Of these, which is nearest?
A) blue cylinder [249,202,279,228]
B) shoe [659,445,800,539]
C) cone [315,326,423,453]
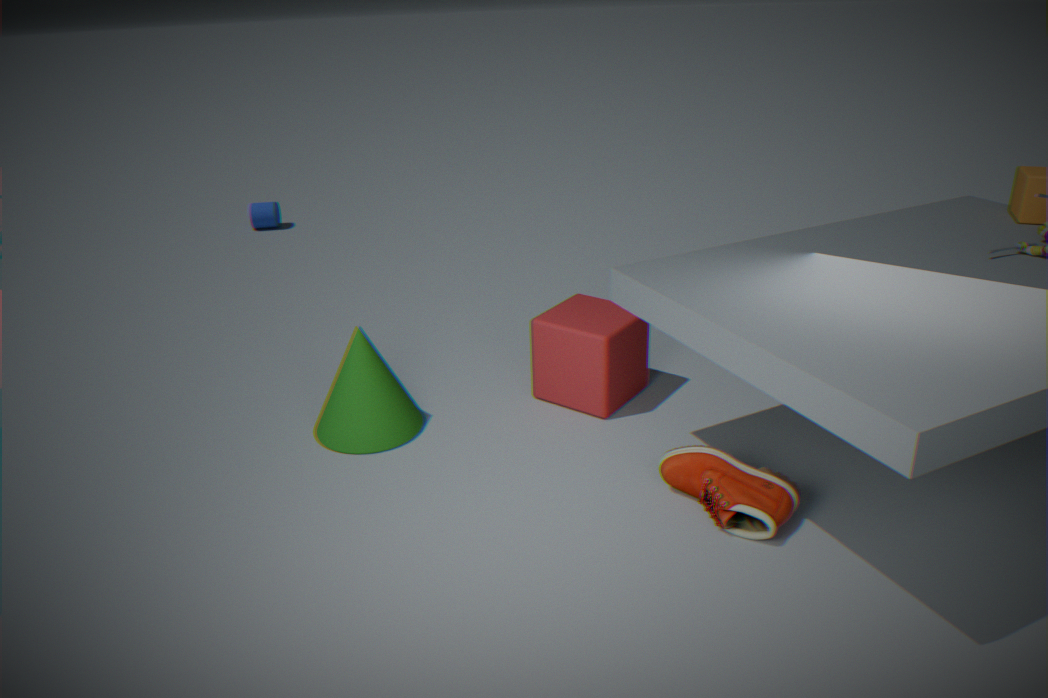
shoe [659,445,800,539]
